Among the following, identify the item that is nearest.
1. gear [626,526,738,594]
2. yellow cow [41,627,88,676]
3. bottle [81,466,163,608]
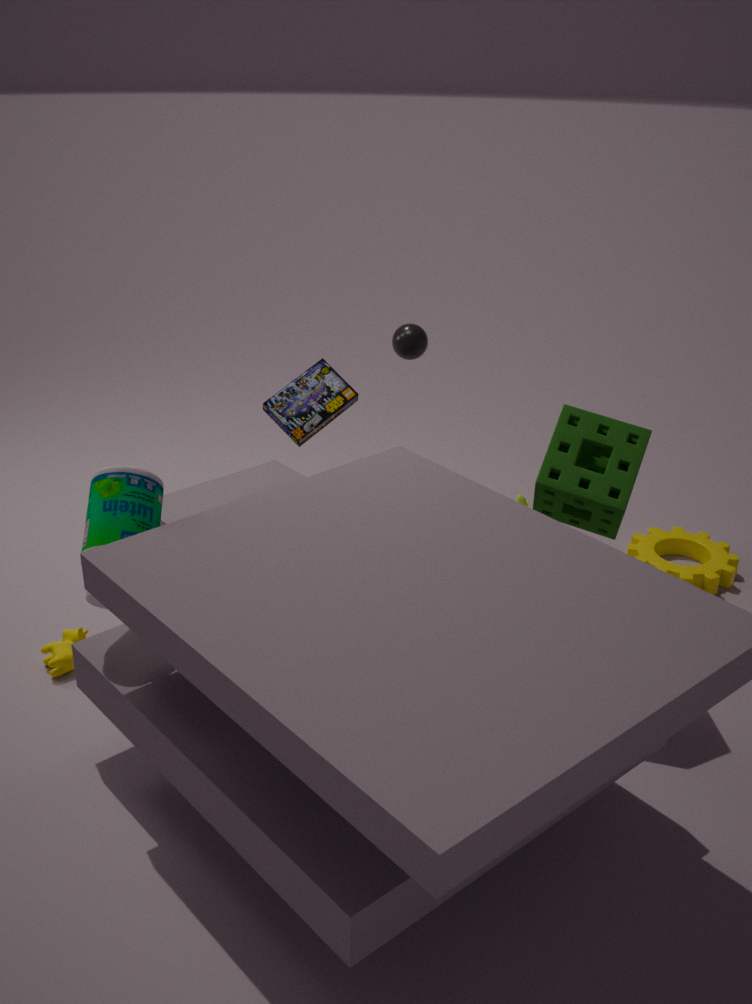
bottle [81,466,163,608]
